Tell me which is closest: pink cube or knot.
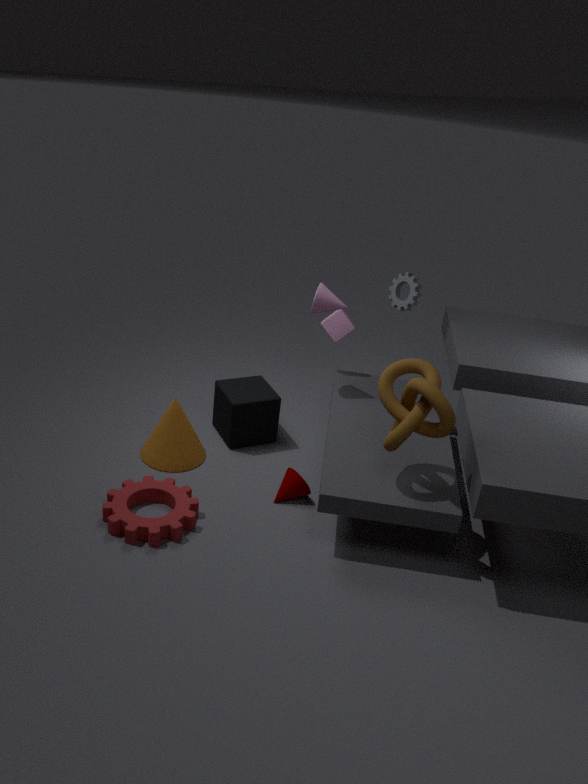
knot
